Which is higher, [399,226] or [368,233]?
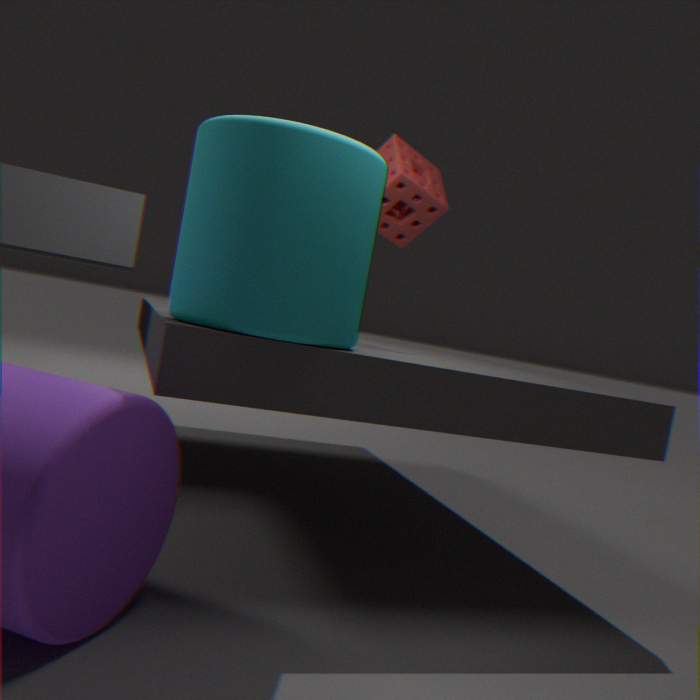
[399,226]
